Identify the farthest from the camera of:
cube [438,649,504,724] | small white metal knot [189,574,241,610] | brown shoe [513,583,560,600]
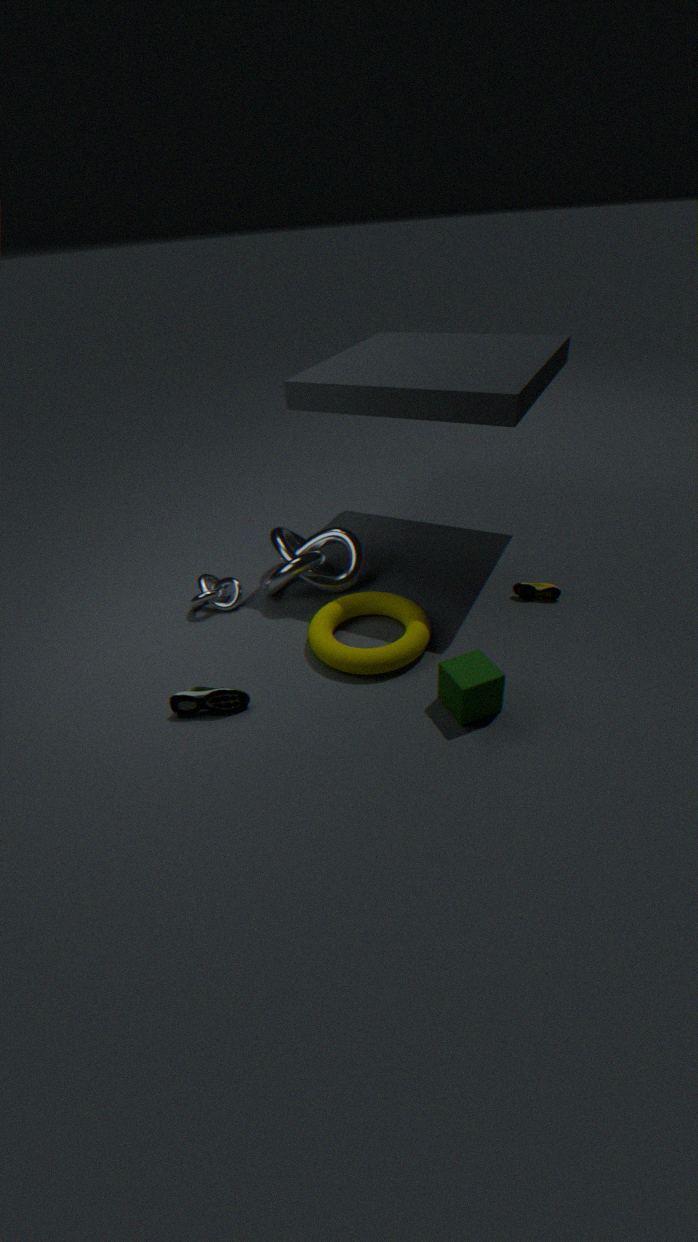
small white metal knot [189,574,241,610]
